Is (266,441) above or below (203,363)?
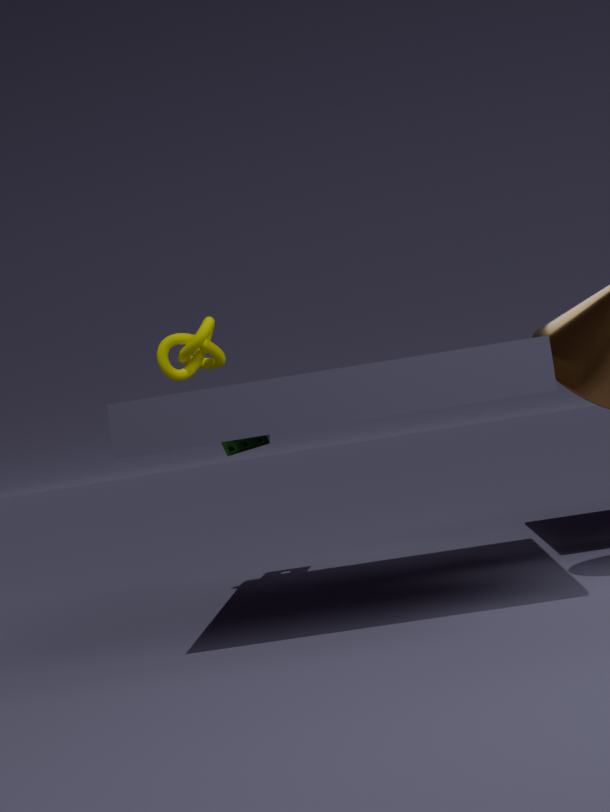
below
